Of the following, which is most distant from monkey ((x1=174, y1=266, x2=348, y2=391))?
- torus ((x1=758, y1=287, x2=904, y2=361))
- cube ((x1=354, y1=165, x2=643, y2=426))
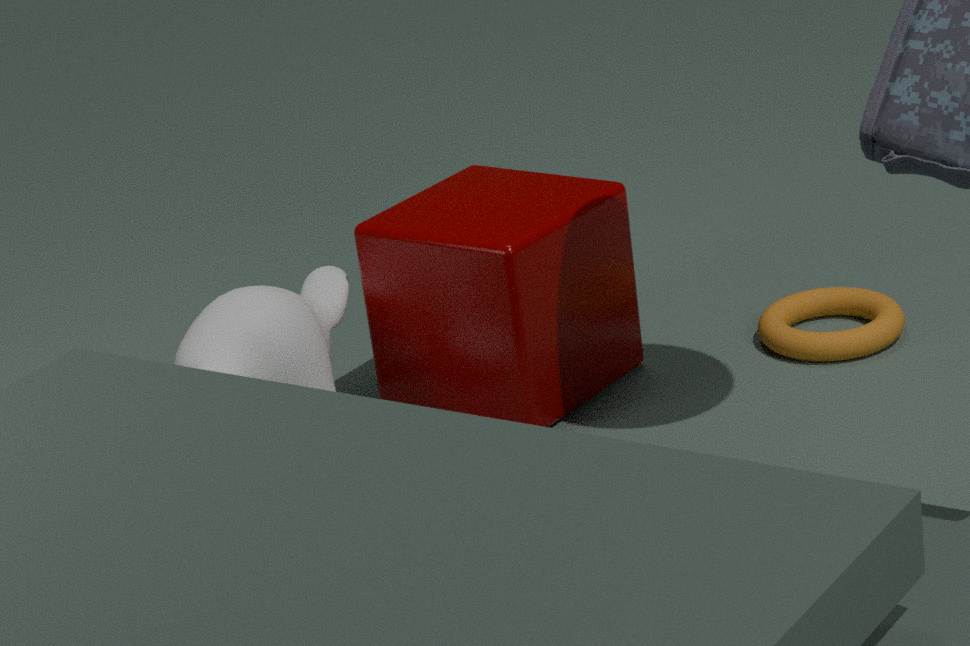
torus ((x1=758, y1=287, x2=904, y2=361))
